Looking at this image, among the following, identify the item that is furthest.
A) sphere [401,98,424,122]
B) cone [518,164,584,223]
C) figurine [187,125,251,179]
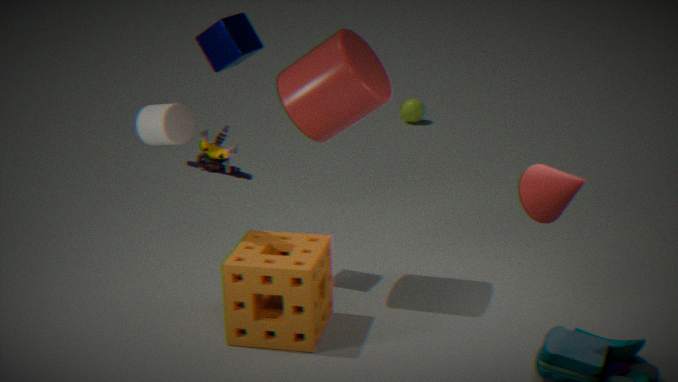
sphere [401,98,424,122]
